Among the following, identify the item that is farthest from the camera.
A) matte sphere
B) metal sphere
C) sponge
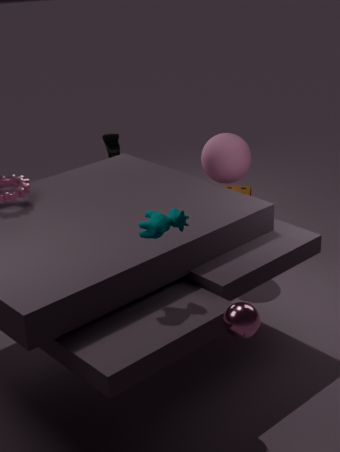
sponge
